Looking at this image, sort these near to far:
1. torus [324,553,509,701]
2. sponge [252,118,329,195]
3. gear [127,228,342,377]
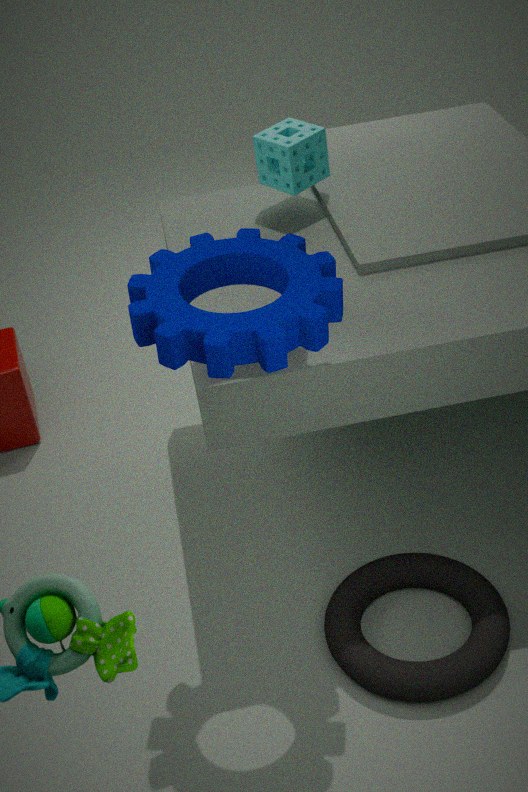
gear [127,228,342,377] → torus [324,553,509,701] → sponge [252,118,329,195]
